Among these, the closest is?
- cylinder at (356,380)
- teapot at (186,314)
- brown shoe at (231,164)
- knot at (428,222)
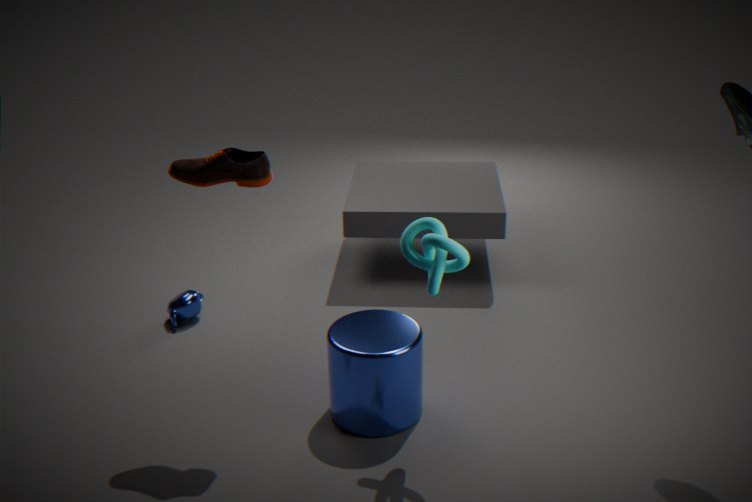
knot at (428,222)
